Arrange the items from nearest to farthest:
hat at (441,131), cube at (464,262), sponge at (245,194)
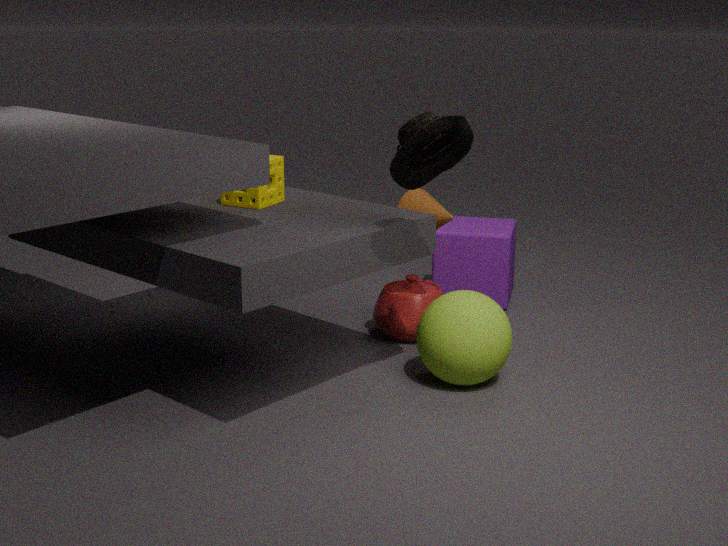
hat at (441,131) < sponge at (245,194) < cube at (464,262)
